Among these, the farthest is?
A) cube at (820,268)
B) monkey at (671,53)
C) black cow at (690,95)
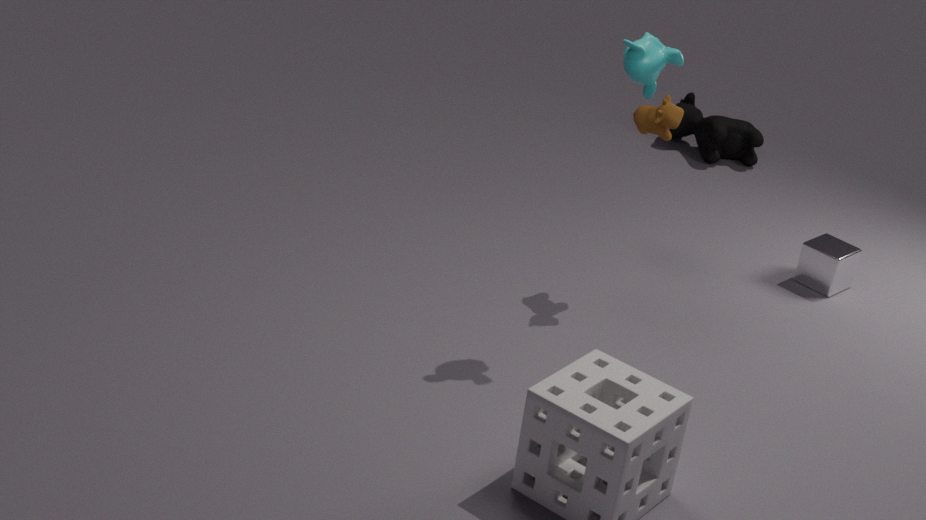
→ black cow at (690,95)
